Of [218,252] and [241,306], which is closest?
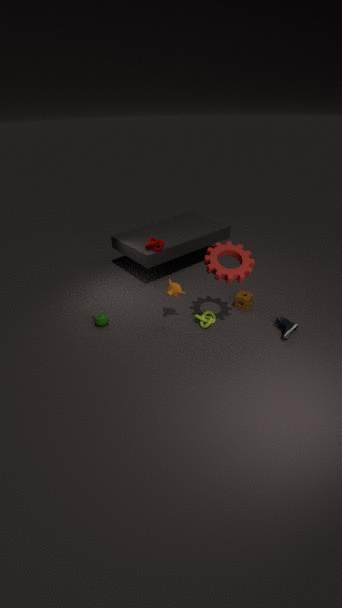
[218,252]
